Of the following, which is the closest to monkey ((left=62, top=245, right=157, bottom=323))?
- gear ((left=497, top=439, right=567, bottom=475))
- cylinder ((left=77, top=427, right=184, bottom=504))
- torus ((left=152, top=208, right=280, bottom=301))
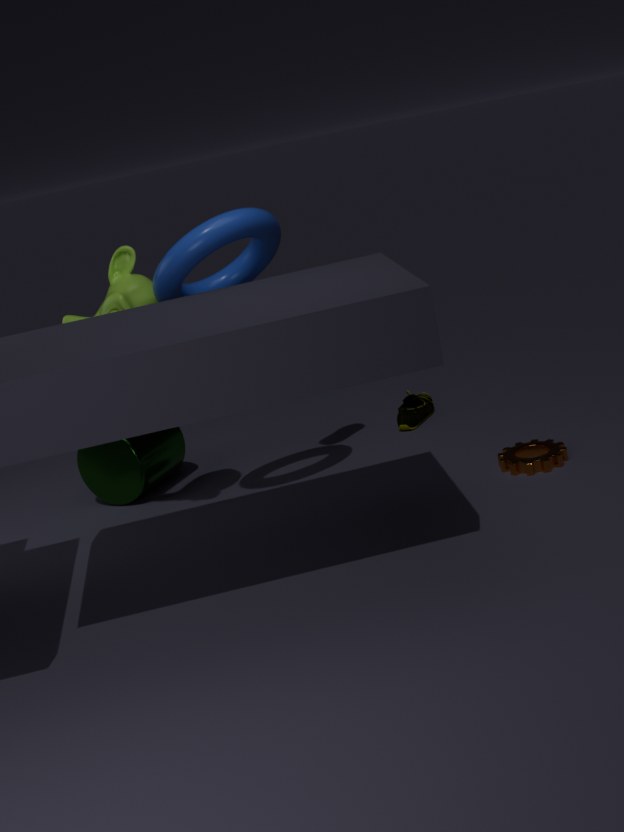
torus ((left=152, top=208, right=280, bottom=301))
